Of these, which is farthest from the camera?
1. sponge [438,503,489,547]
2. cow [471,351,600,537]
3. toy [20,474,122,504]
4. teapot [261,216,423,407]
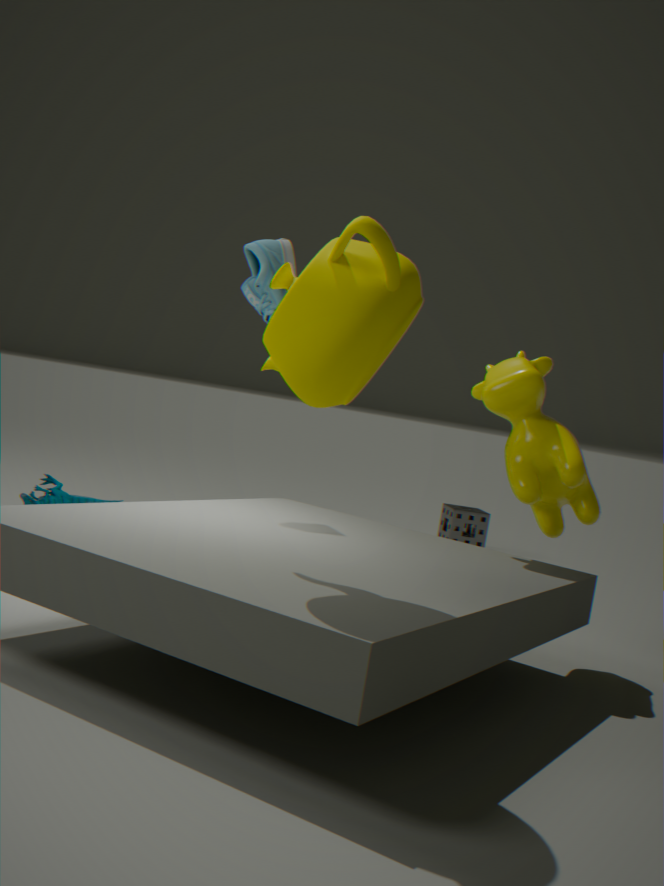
sponge [438,503,489,547]
